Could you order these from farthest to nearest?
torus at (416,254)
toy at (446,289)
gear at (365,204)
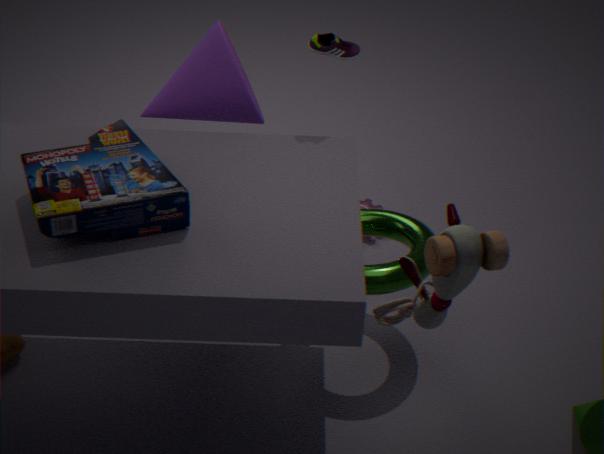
gear at (365,204)
torus at (416,254)
toy at (446,289)
